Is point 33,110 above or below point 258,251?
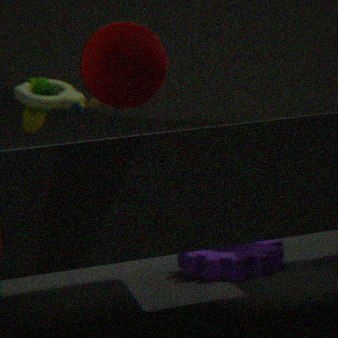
above
